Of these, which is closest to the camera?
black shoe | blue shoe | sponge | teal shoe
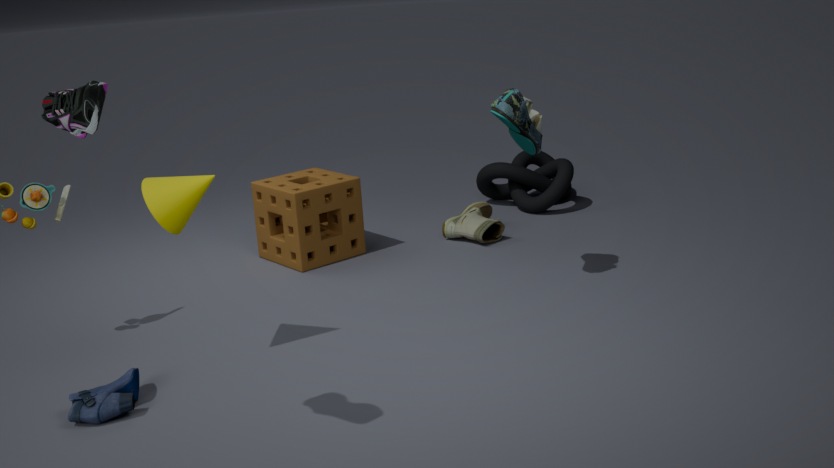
Answer: black shoe
